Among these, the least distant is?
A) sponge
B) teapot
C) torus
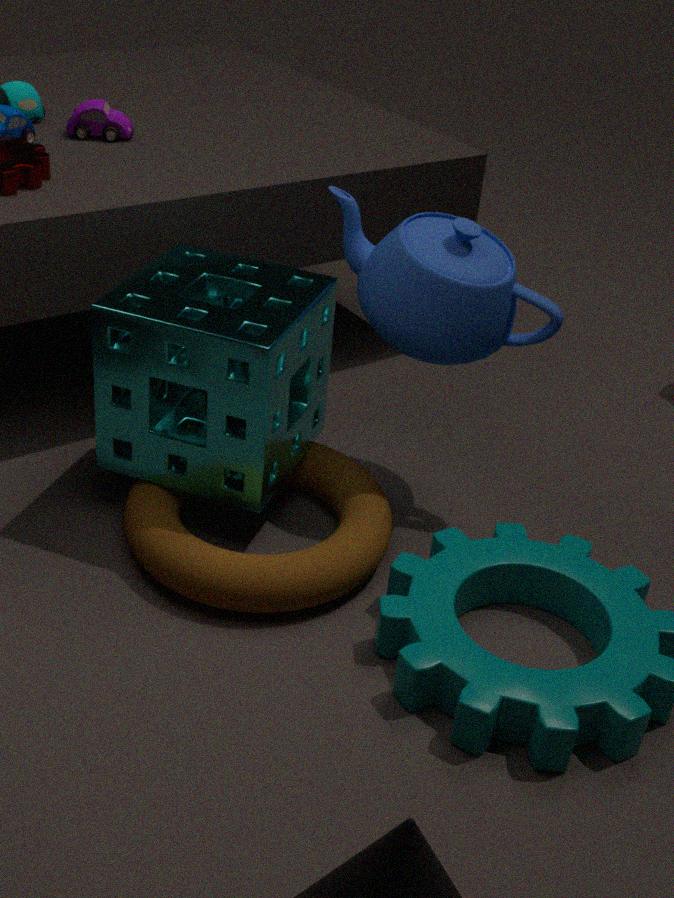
torus
